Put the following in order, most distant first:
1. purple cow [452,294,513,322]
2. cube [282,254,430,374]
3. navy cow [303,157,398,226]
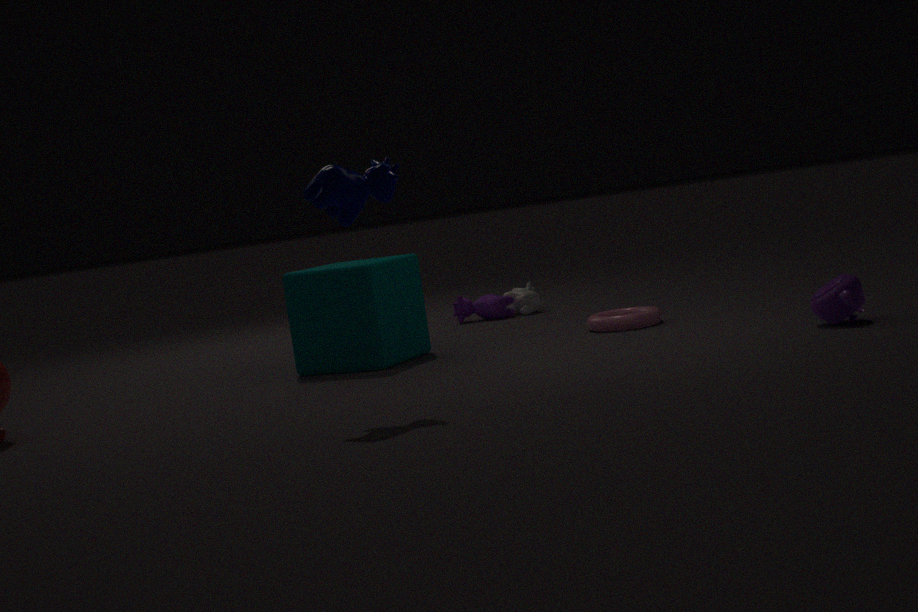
purple cow [452,294,513,322]
cube [282,254,430,374]
navy cow [303,157,398,226]
